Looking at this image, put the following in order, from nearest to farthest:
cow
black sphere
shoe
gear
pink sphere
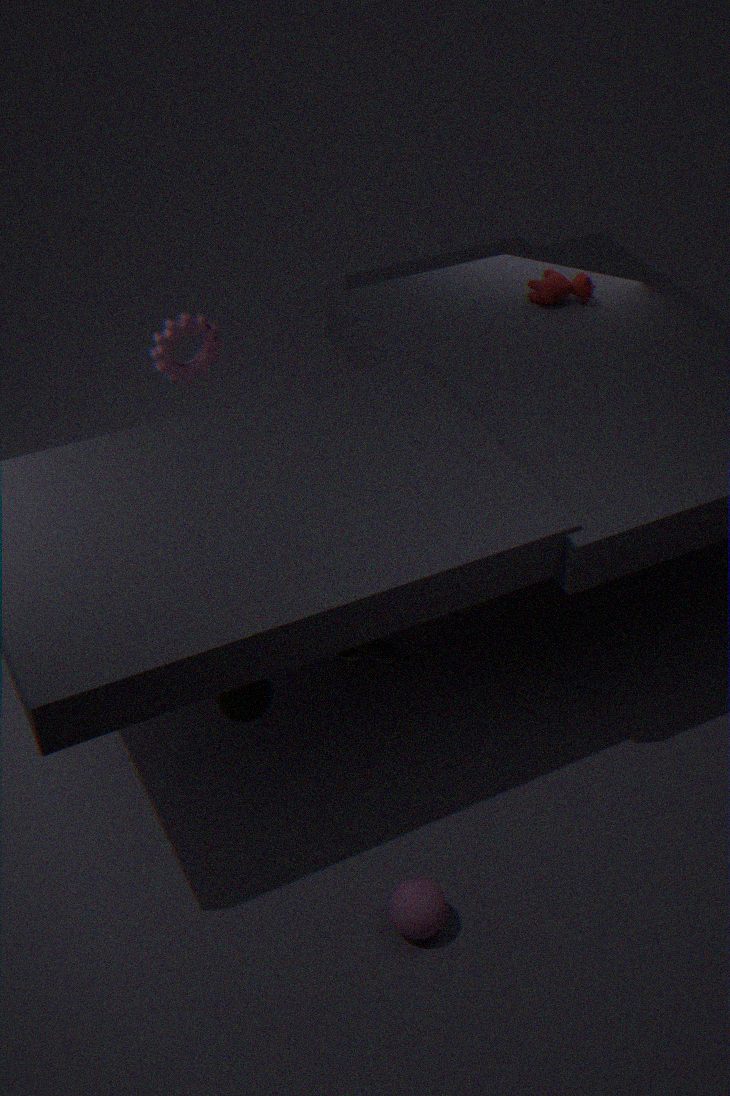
1. pink sphere
2. black sphere
3. gear
4. shoe
5. cow
